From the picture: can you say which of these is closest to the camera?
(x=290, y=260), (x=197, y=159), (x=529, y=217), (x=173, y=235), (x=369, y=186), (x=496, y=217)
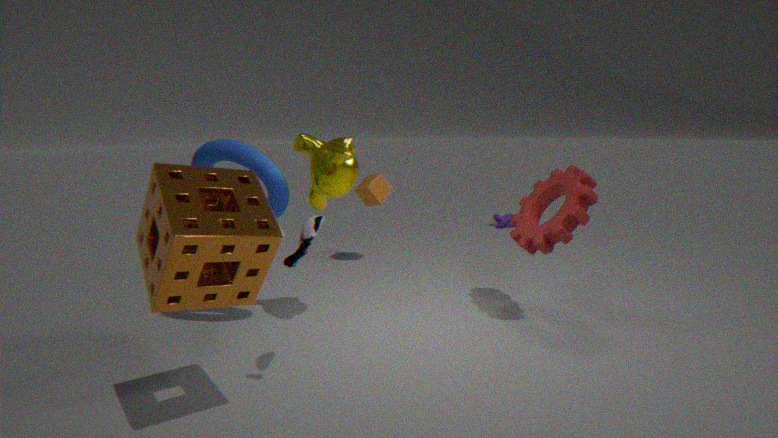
(x=173, y=235)
